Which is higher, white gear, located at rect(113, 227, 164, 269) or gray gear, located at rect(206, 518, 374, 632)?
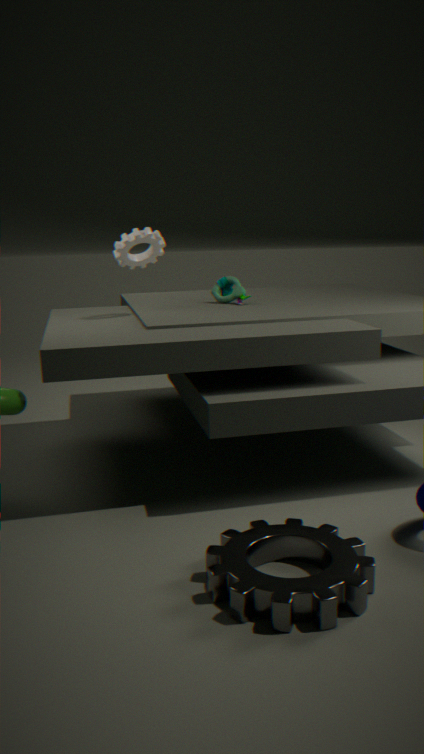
white gear, located at rect(113, 227, 164, 269)
